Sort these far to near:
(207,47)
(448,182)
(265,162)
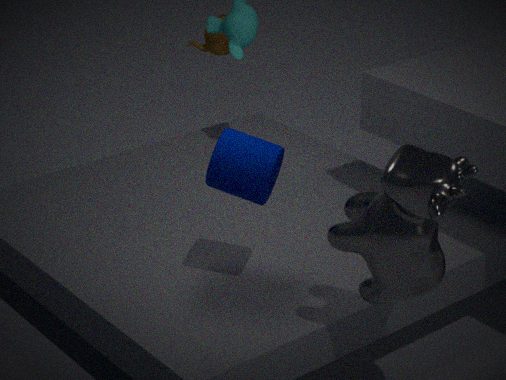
1. (207,47)
2. (265,162)
3. (448,182)
